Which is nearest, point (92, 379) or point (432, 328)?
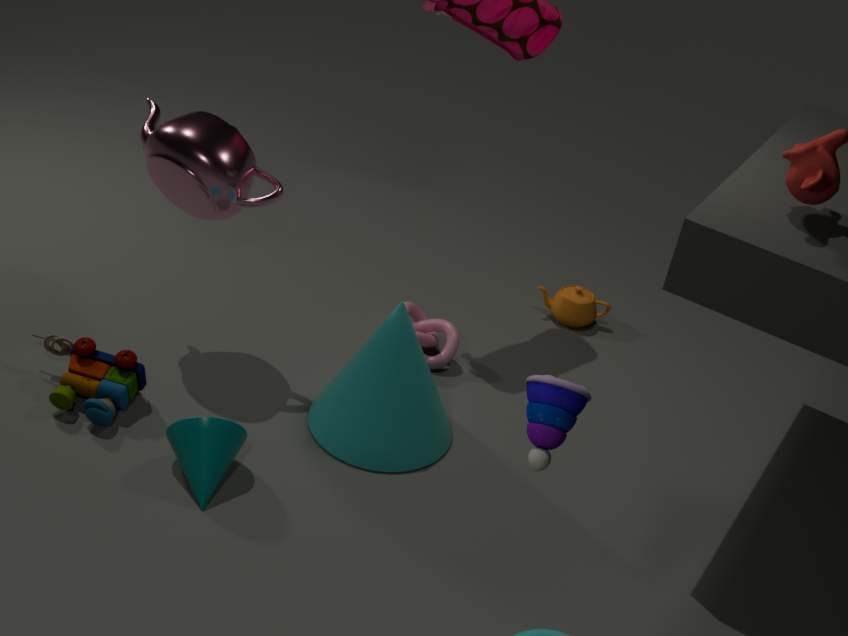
point (92, 379)
